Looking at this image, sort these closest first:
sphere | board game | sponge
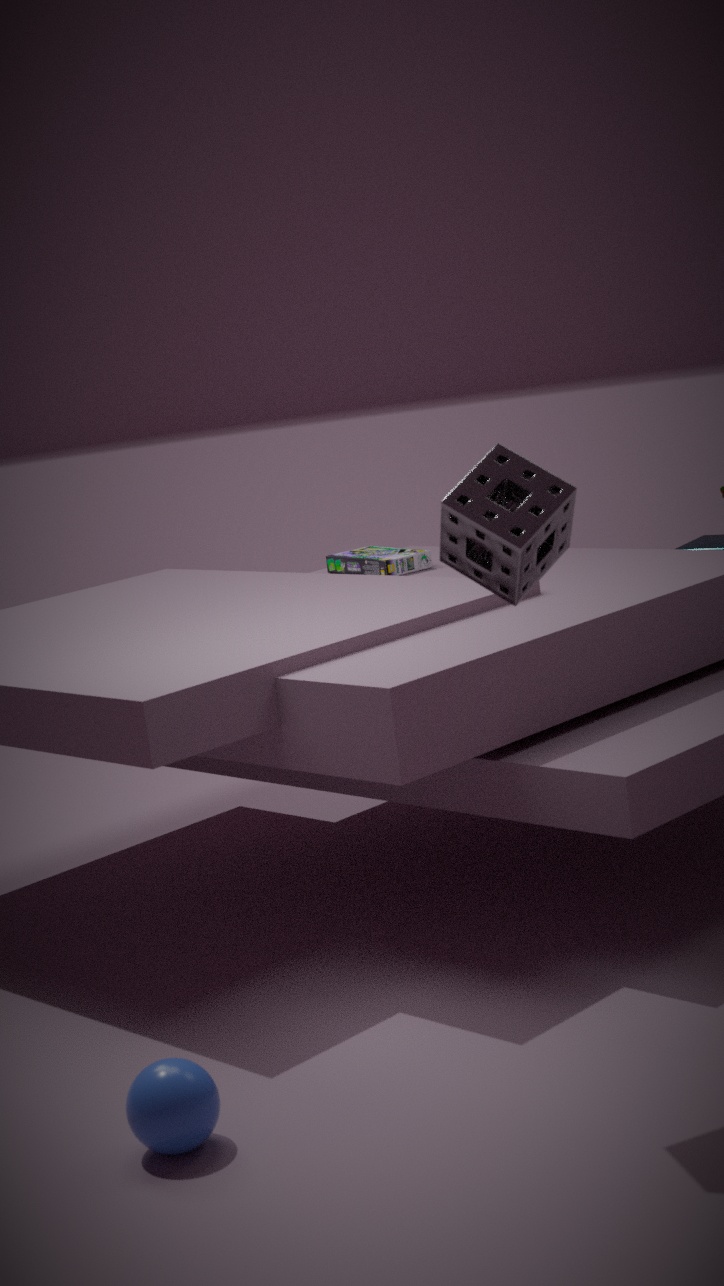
sponge → sphere → board game
